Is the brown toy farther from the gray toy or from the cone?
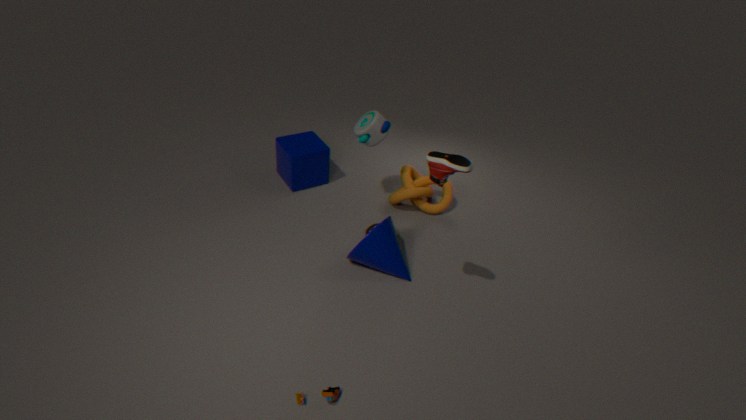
the gray toy
